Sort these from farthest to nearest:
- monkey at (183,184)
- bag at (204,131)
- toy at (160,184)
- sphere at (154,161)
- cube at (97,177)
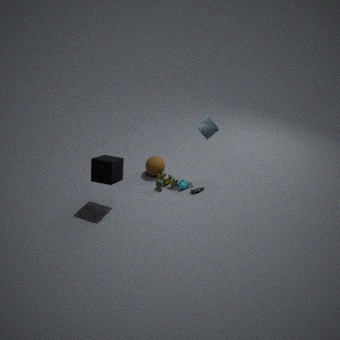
1. sphere at (154,161)
2. monkey at (183,184)
3. toy at (160,184)
4. bag at (204,131)
5. cube at (97,177)
